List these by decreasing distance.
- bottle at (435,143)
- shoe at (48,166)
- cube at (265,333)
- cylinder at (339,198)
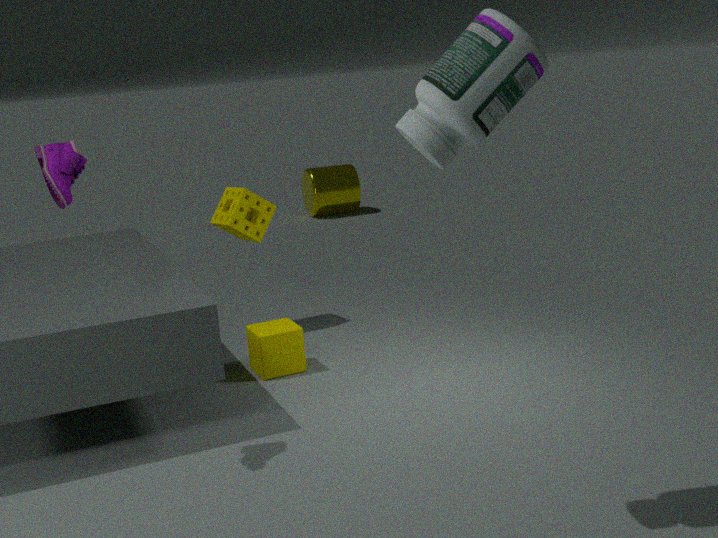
1. cylinder at (339,198)
2. cube at (265,333)
3. shoe at (48,166)
4. bottle at (435,143)
